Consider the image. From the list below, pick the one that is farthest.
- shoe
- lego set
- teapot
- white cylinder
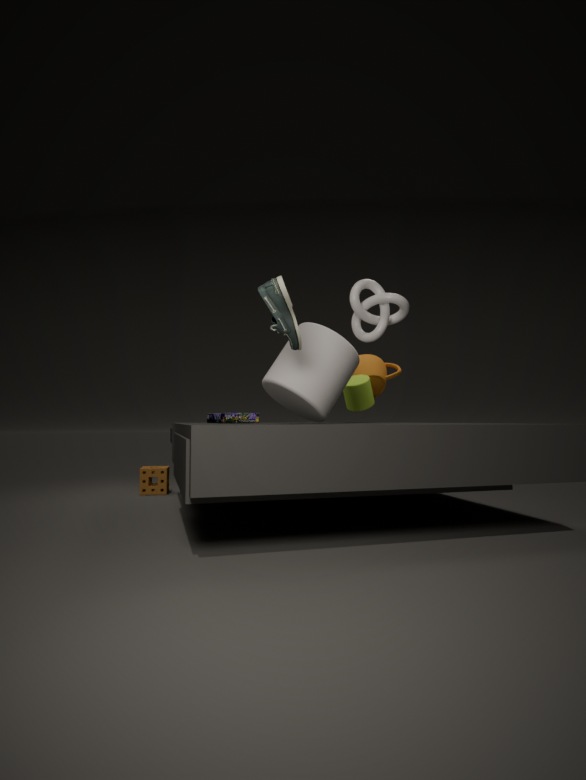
teapot
